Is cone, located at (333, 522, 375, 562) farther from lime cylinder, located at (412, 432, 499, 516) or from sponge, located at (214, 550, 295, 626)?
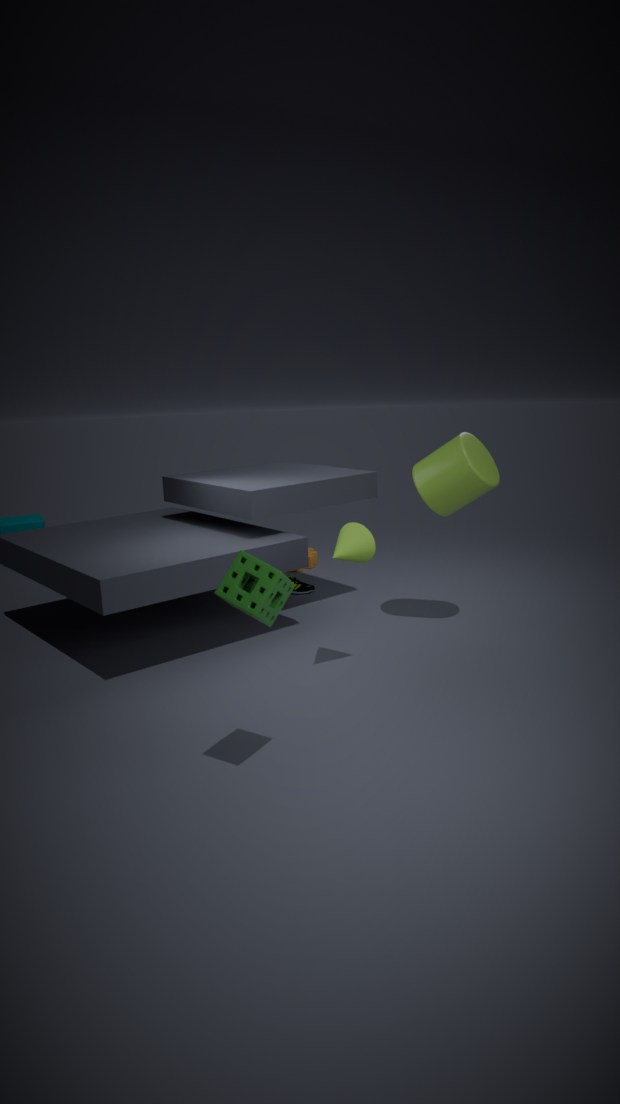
sponge, located at (214, 550, 295, 626)
